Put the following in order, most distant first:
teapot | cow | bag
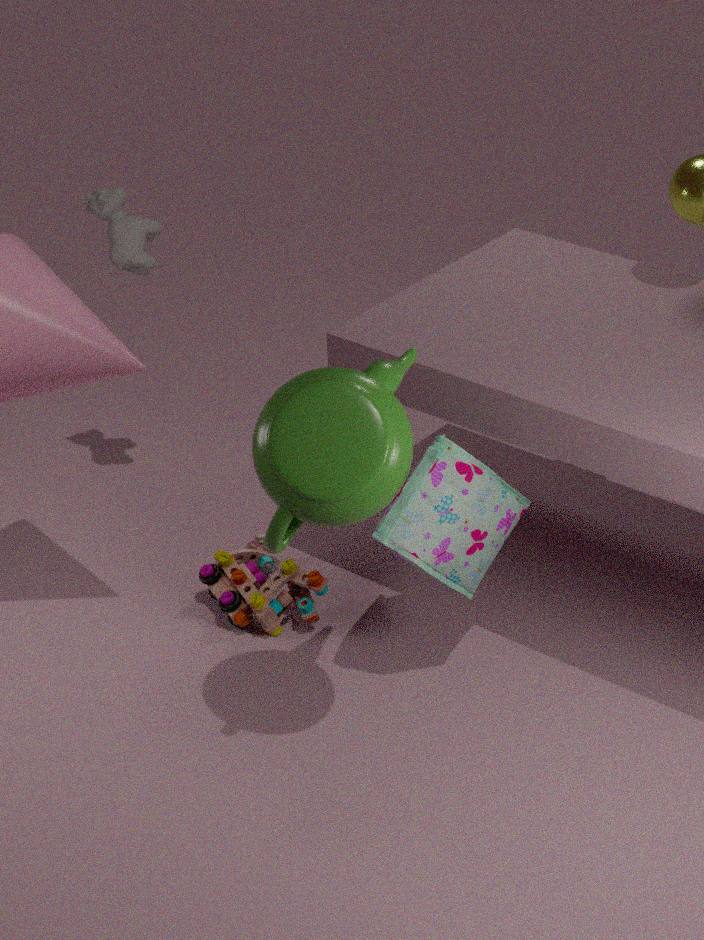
cow < bag < teapot
